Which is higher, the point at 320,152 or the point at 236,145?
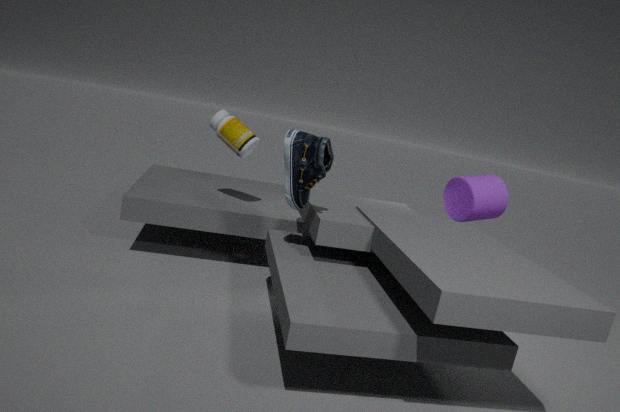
the point at 236,145
